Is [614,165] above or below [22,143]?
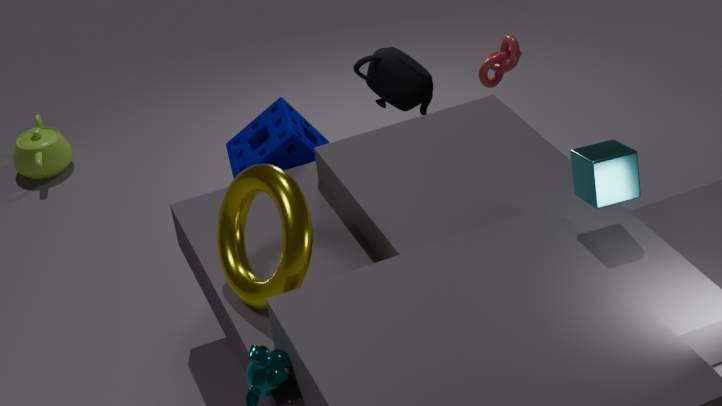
above
